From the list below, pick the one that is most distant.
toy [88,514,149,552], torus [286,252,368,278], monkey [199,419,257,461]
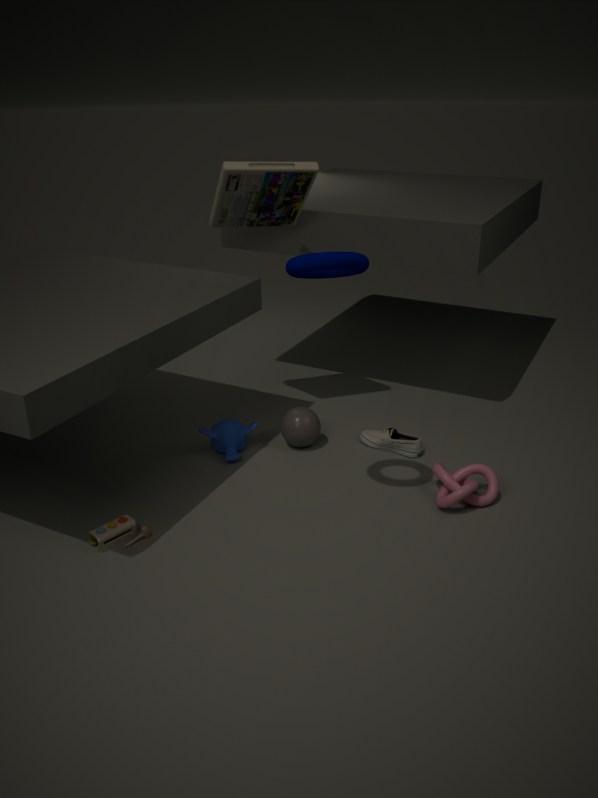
monkey [199,419,257,461]
